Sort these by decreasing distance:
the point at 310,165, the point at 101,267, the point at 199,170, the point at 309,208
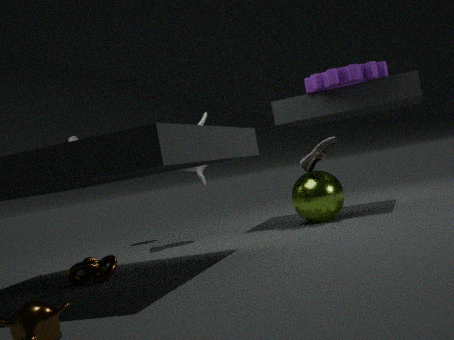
the point at 199,170 < the point at 310,165 < the point at 309,208 < the point at 101,267
